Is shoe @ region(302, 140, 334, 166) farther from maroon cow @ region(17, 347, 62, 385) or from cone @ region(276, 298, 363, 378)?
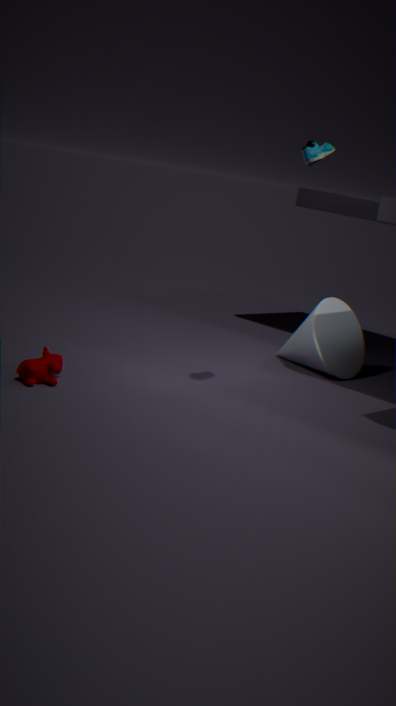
maroon cow @ region(17, 347, 62, 385)
